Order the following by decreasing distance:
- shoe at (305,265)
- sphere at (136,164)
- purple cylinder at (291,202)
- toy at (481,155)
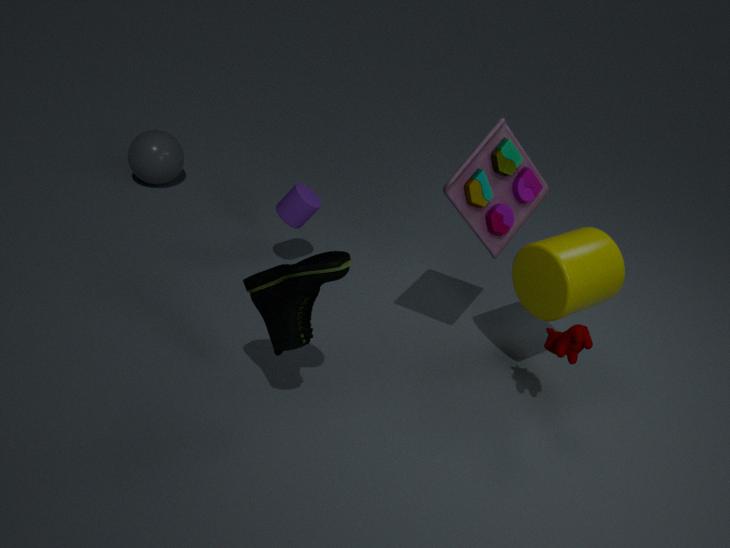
1. sphere at (136,164)
2. purple cylinder at (291,202)
3. toy at (481,155)
4. shoe at (305,265)
